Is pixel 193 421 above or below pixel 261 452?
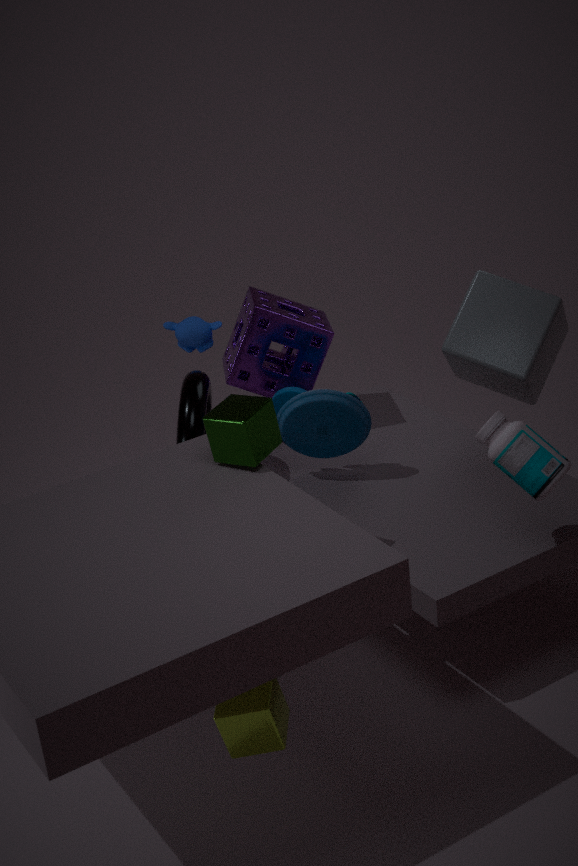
below
